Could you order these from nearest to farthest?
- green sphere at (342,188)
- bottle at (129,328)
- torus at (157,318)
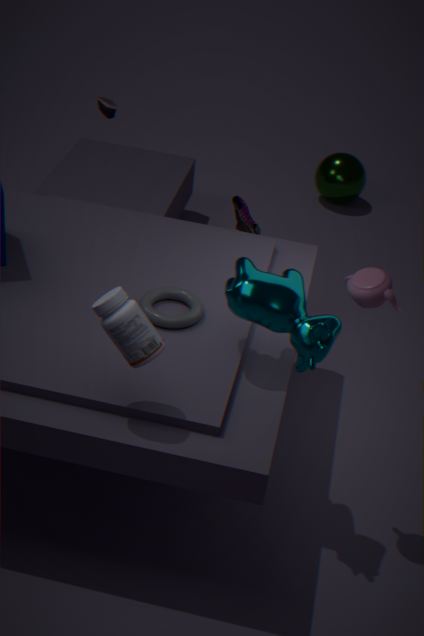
bottle at (129,328) < torus at (157,318) < green sphere at (342,188)
